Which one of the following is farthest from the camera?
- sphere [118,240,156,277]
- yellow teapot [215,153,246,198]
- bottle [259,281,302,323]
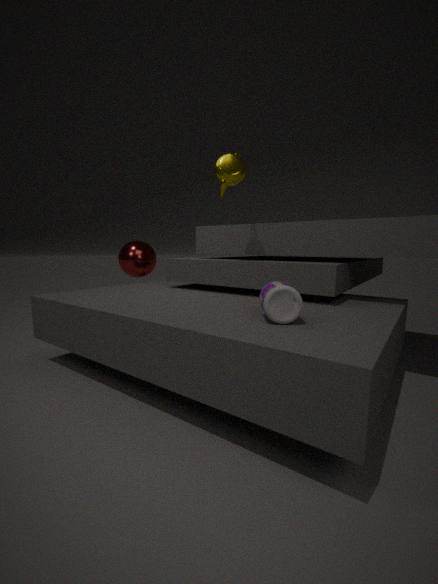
sphere [118,240,156,277]
